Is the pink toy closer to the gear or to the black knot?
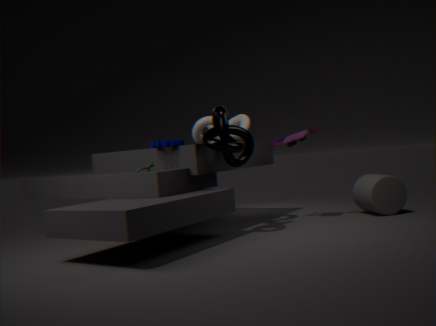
the black knot
